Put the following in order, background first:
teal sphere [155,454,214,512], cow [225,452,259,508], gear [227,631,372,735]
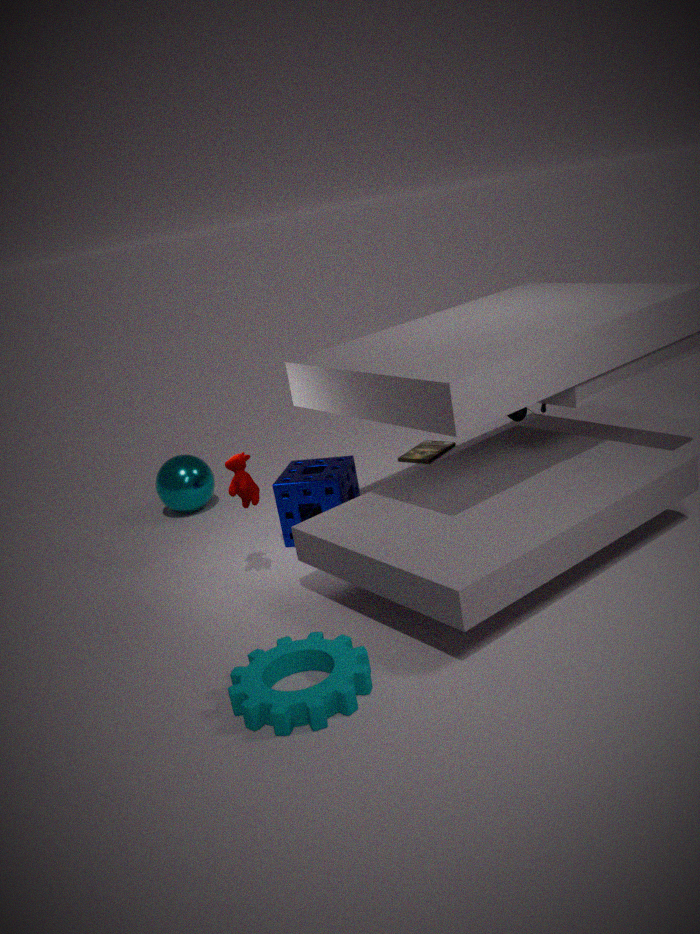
teal sphere [155,454,214,512] < cow [225,452,259,508] < gear [227,631,372,735]
